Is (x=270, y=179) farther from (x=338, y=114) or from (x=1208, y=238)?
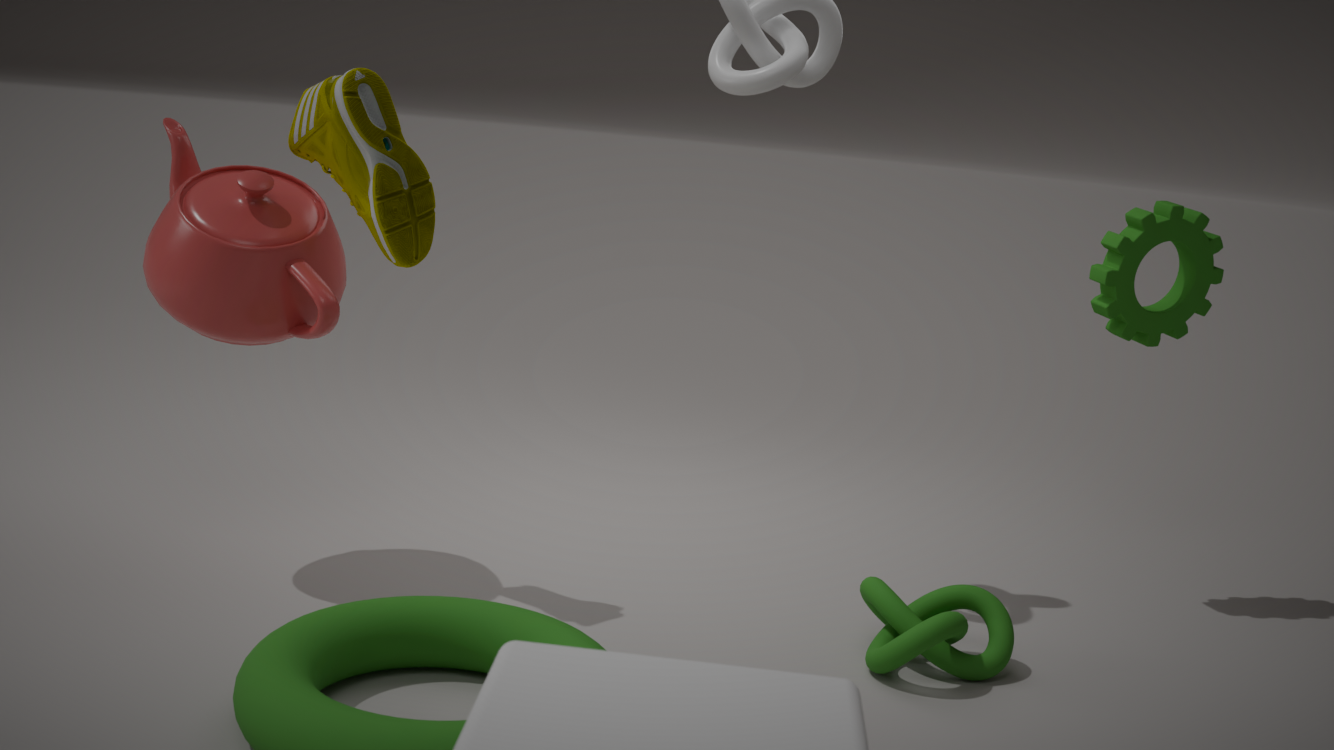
(x=1208, y=238)
